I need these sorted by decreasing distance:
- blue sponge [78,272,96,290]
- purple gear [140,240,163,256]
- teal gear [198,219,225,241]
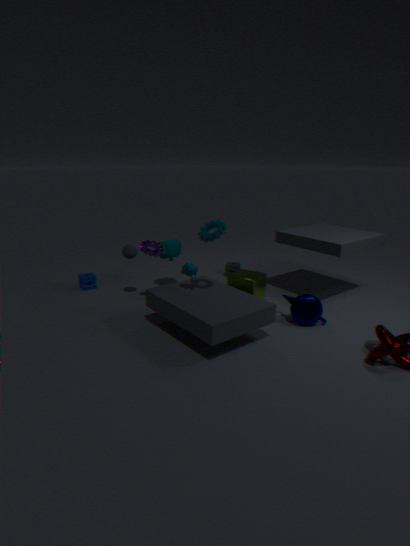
1. blue sponge [78,272,96,290]
2. purple gear [140,240,163,256]
3. teal gear [198,219,225,241]
